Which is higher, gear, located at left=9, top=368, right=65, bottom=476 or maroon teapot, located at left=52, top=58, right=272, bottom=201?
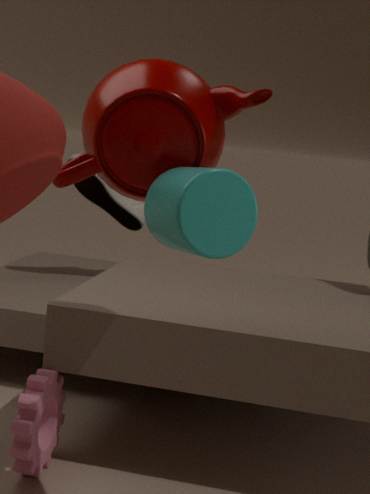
maroon teapot, located at left=52, top=58, right=272, bottom=201
